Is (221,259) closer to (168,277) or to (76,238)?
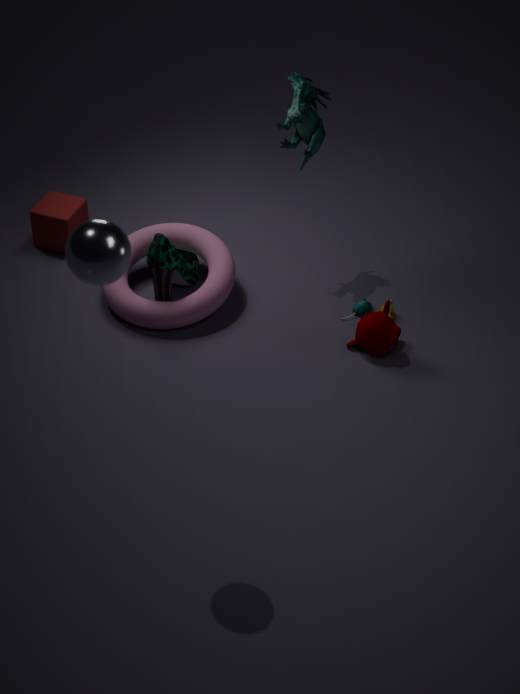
(168,277)
